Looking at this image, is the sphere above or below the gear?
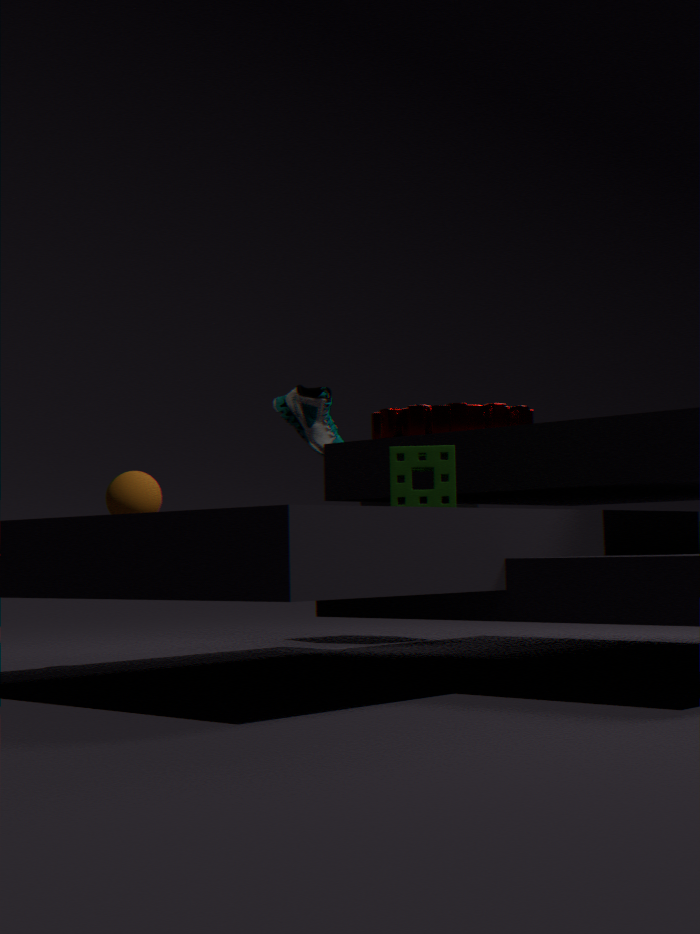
below
